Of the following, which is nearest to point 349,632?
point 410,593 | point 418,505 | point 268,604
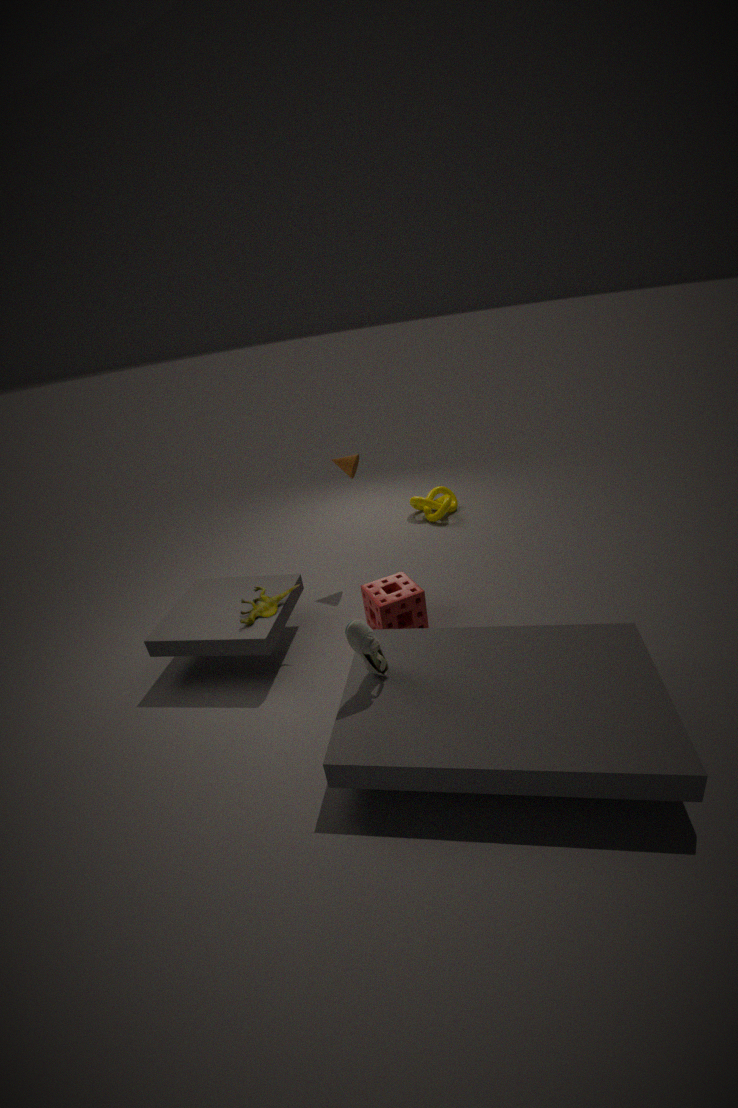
point 410,593
